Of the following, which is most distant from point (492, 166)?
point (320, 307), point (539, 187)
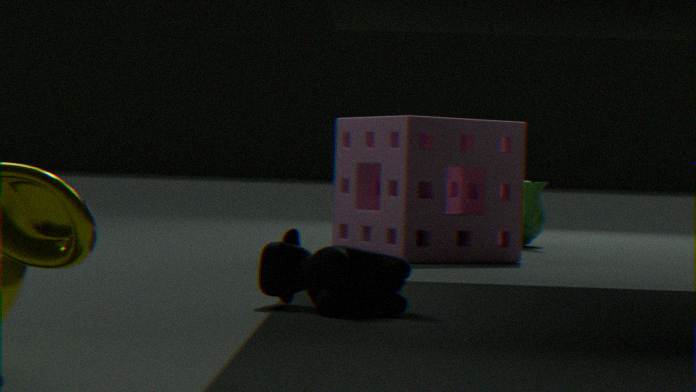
point (320, 307)
